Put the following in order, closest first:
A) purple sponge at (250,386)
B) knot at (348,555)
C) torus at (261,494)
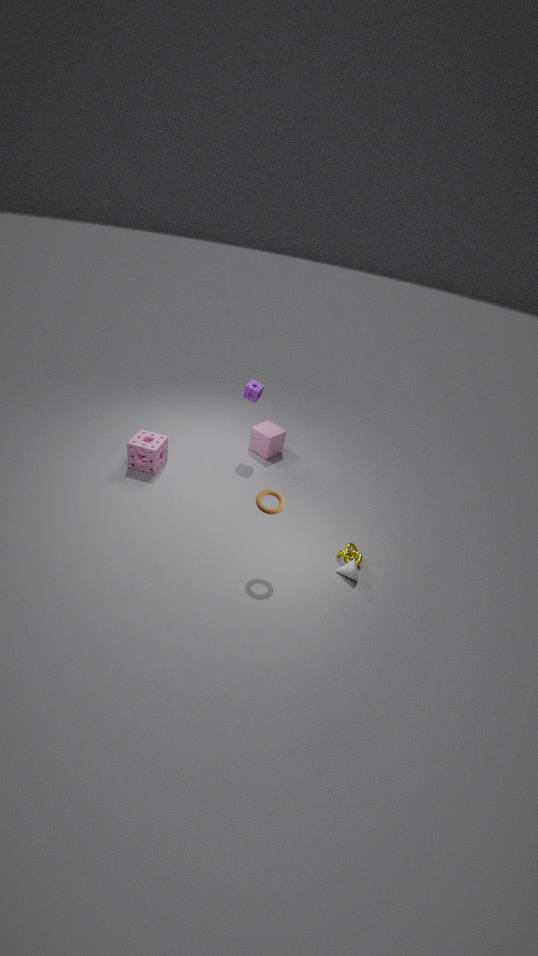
torus at (261,494) < knot at (348,555) < purple sponge at (250,386)
